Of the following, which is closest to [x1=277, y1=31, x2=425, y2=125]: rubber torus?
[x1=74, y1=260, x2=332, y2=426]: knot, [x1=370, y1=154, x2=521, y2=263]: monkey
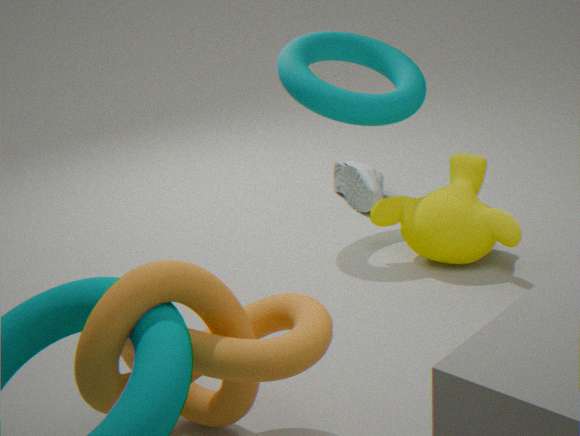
[x1=370, y1=154, x2=521, y2=263]: monkey
